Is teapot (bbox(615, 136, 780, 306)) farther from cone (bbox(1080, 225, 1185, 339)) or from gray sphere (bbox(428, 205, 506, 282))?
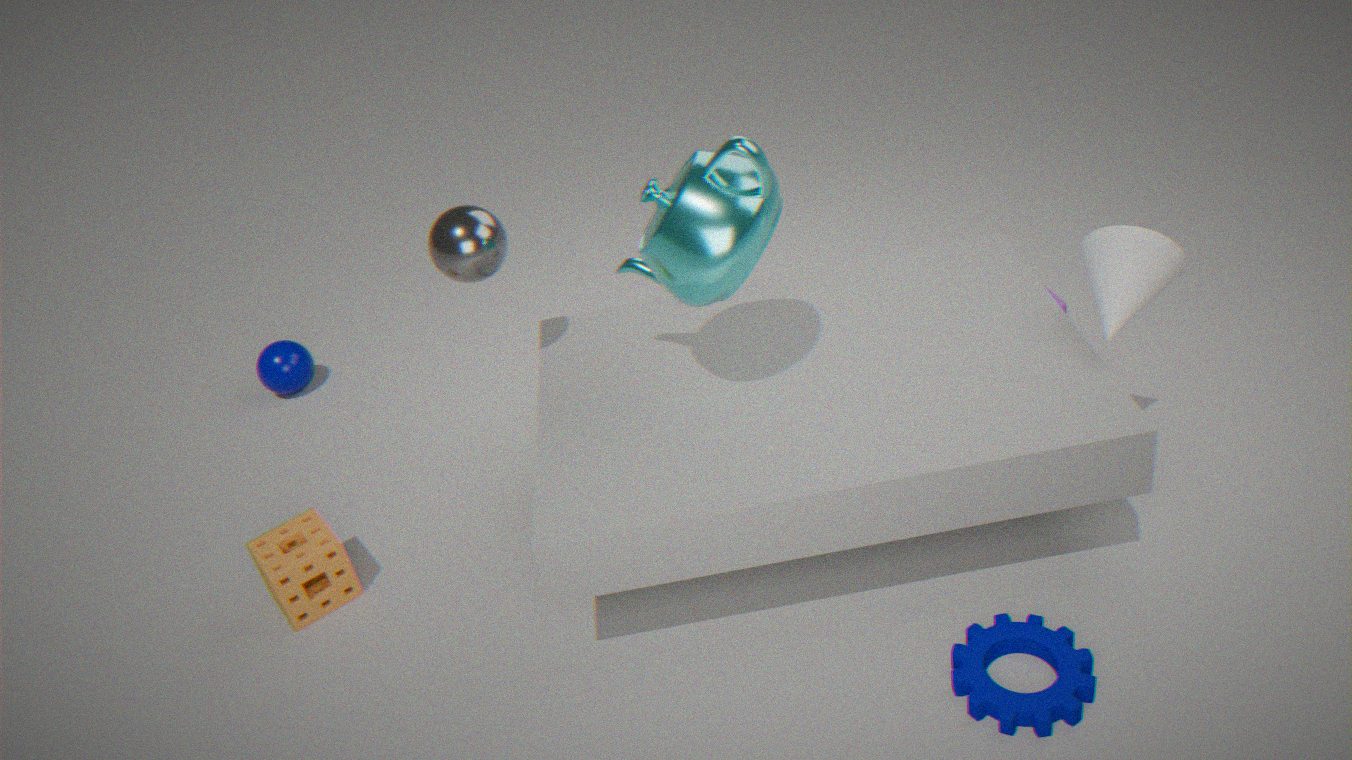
cone (bbox(1080, 225, 1185, 339))
